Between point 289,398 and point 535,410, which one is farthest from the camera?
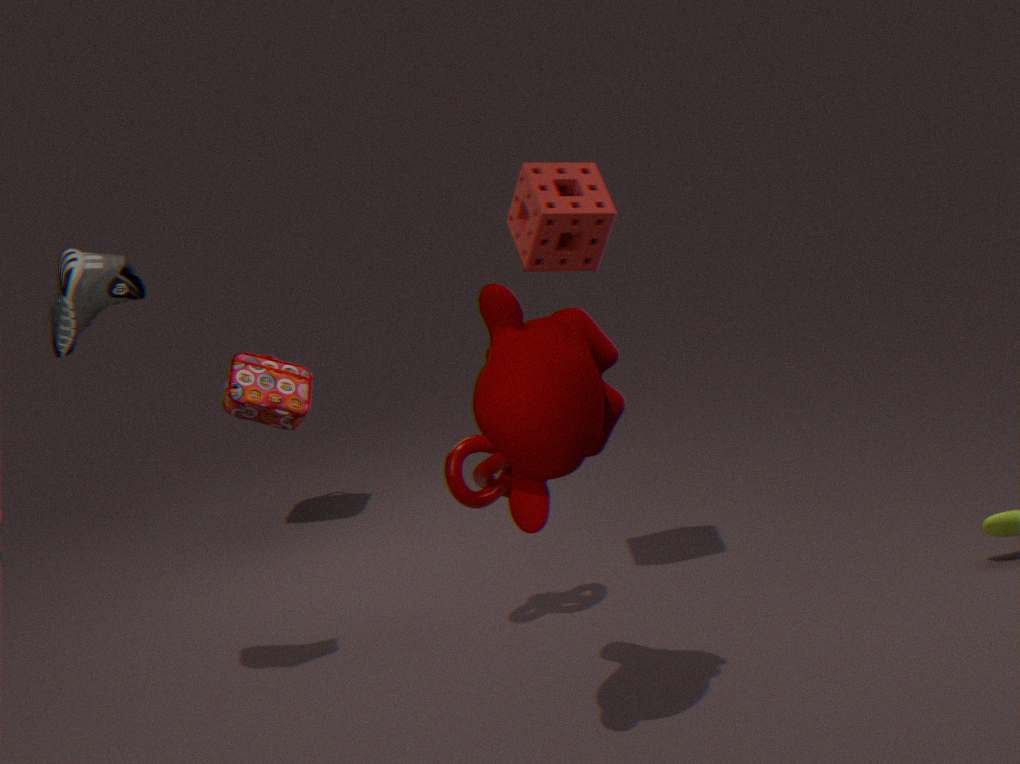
point 289,398
